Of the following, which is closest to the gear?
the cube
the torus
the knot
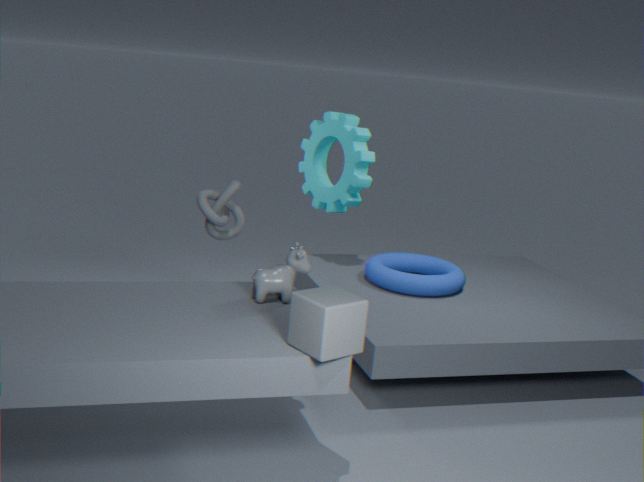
the torus
